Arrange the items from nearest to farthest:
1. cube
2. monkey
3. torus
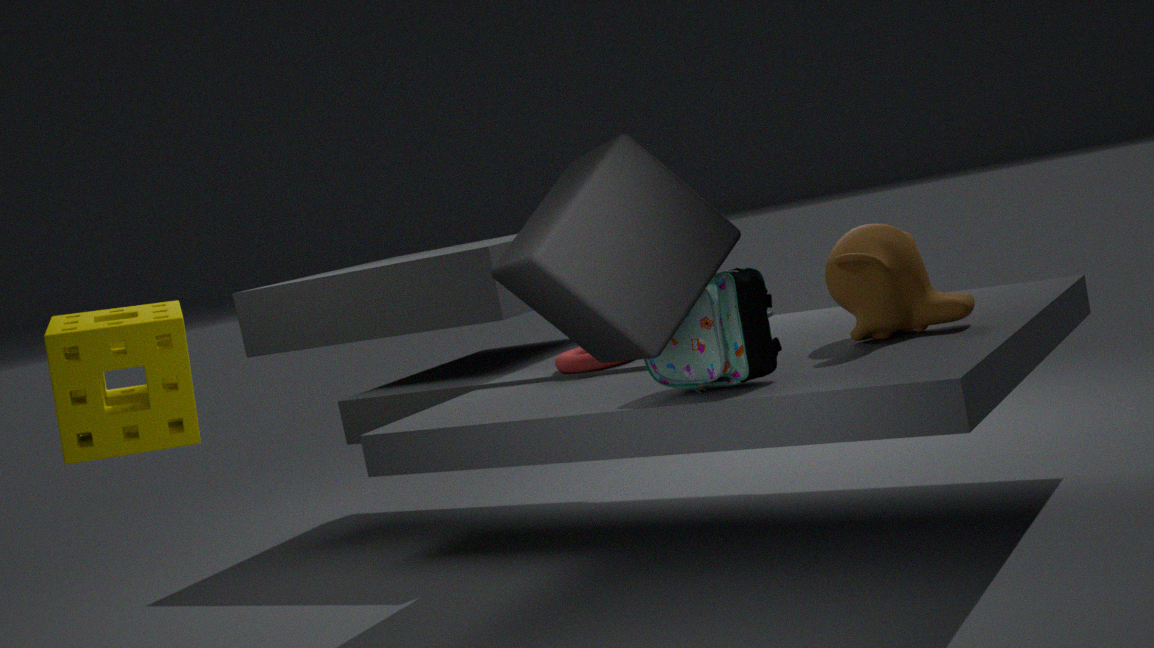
cube < monkey < torus
